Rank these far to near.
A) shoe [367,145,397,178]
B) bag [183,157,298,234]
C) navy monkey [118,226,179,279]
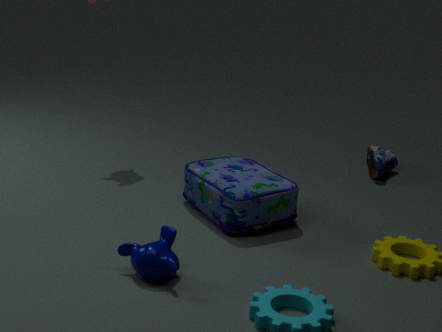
shoe [367,145,397,178] < bag [183,157,298,234] < navy monkey [118,226,179,279]
